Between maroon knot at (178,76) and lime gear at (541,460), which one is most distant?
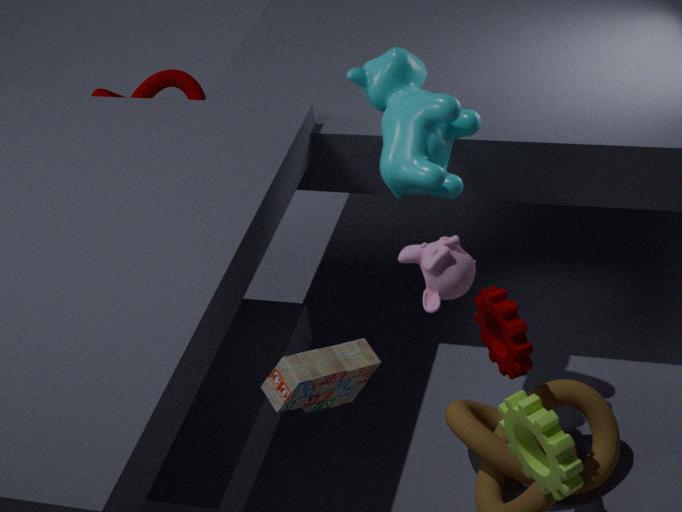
maroon knot at (178,76)
